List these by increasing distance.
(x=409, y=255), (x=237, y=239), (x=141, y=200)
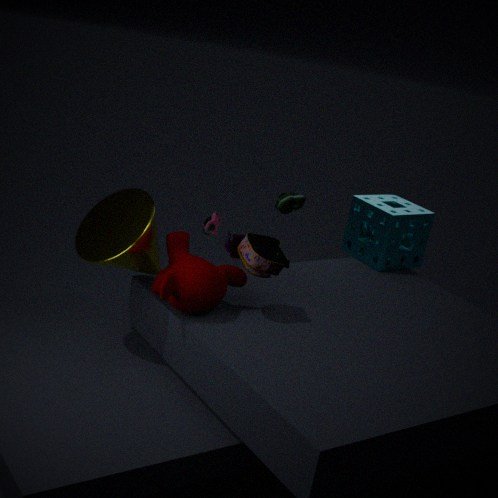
(x=141, y=200)
(x=409, y=255)
(x=237, y=239)
